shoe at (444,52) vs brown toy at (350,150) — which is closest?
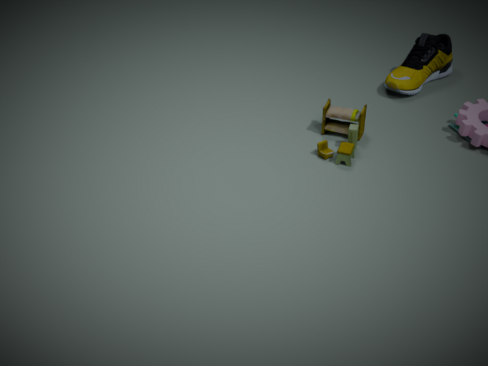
brown toy at (350,150)
